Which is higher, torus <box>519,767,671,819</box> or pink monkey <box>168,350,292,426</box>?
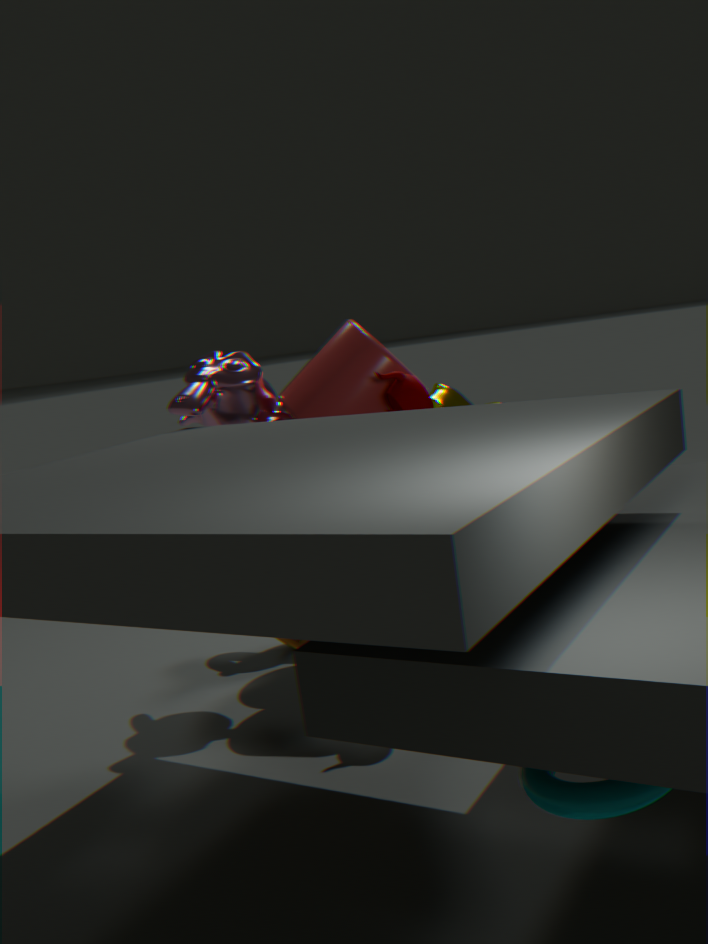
pink monkey <box>168,350,292,426</box>
